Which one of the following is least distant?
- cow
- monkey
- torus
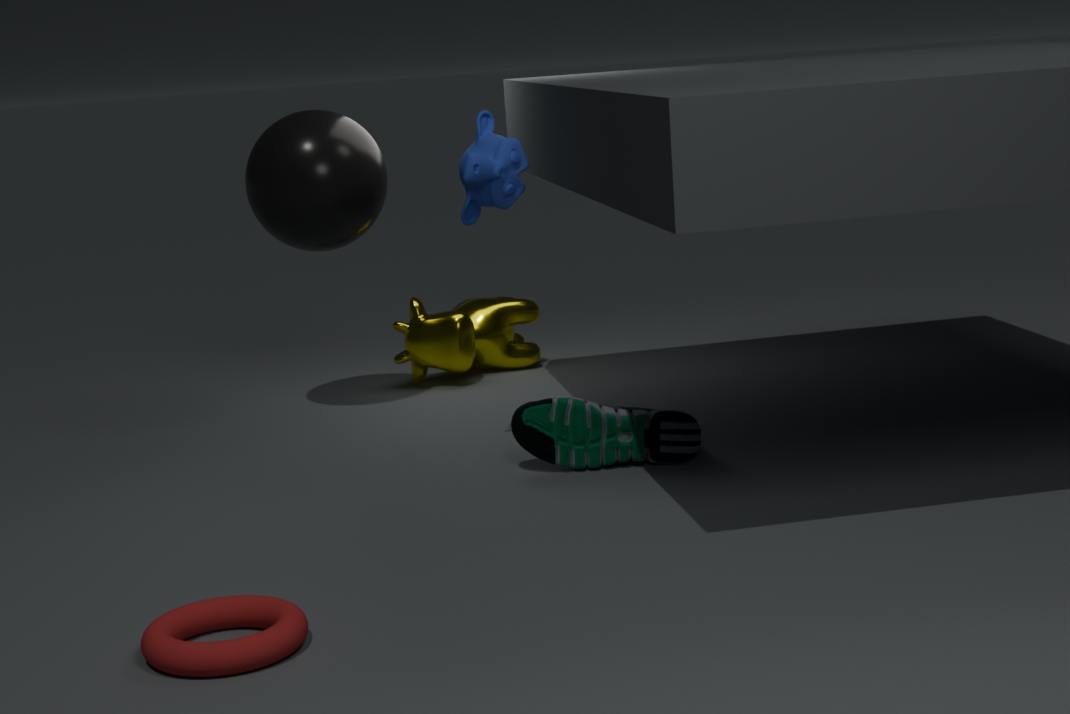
torus
